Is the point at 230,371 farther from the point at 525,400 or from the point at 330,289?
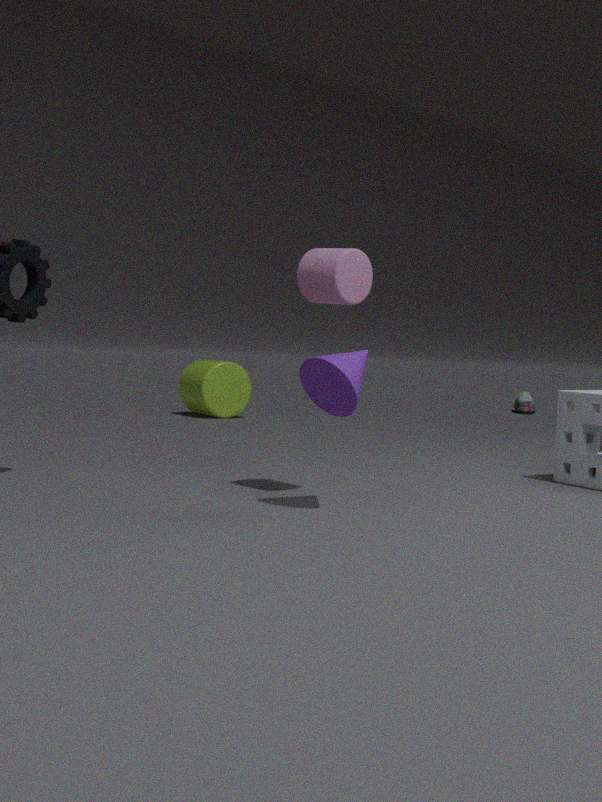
the point at 330,289
